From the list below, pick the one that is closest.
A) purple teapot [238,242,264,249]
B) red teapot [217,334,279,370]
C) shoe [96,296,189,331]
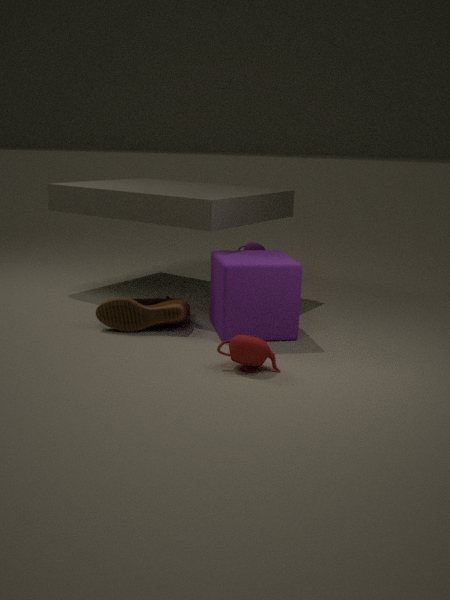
red teapot [217,334,279,370]
